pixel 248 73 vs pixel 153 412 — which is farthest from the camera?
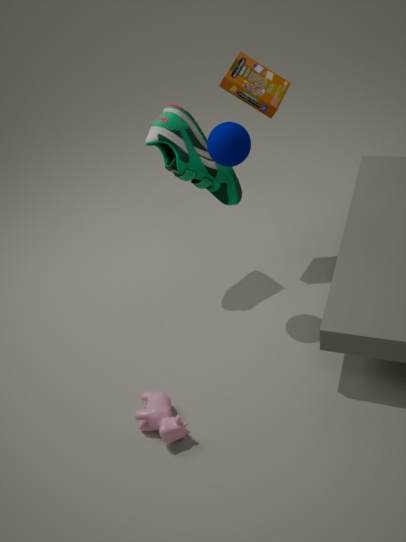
pixel 248 73
